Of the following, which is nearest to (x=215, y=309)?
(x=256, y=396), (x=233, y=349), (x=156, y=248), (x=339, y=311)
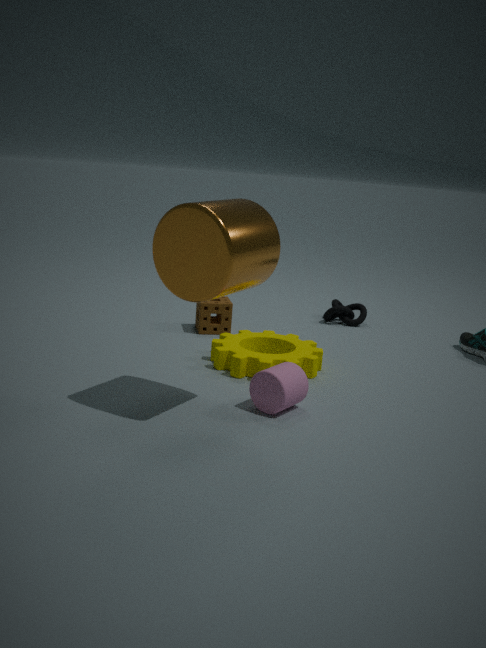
(x=233, y=349)
